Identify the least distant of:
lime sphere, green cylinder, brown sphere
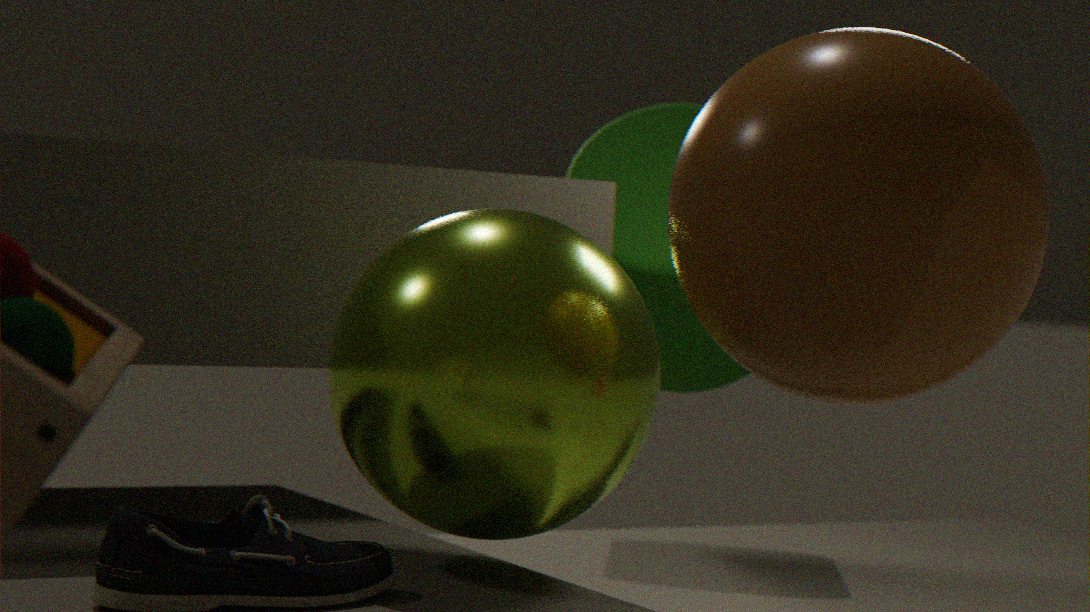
brown sphere
